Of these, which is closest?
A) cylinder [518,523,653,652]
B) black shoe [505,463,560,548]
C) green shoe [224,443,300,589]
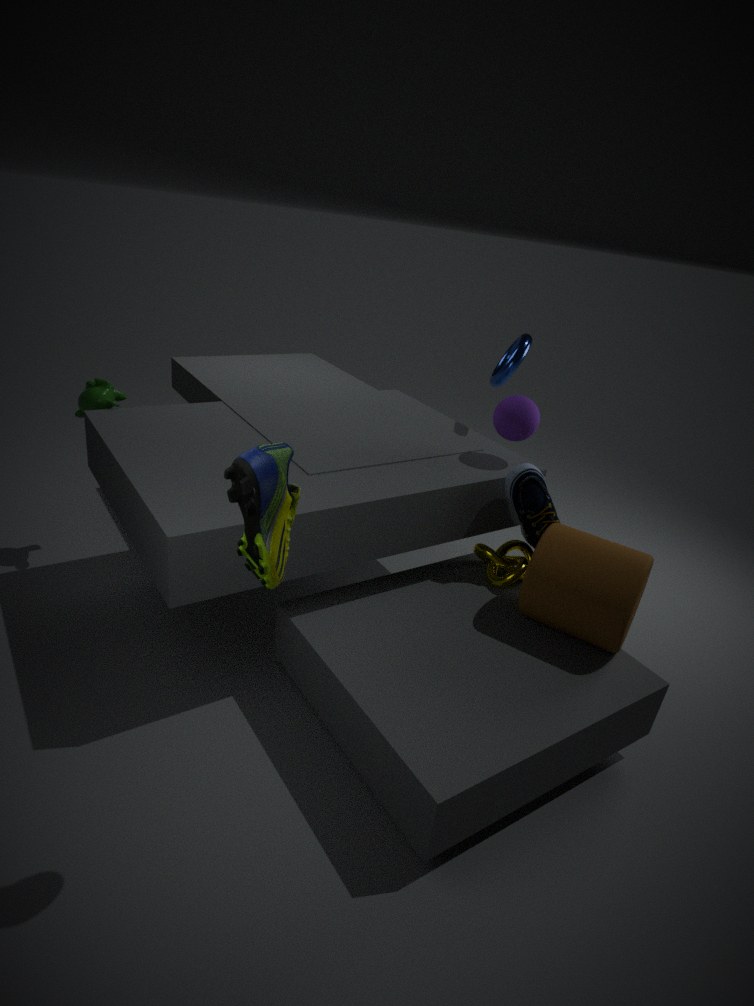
green shoe [224,443,300,589]
